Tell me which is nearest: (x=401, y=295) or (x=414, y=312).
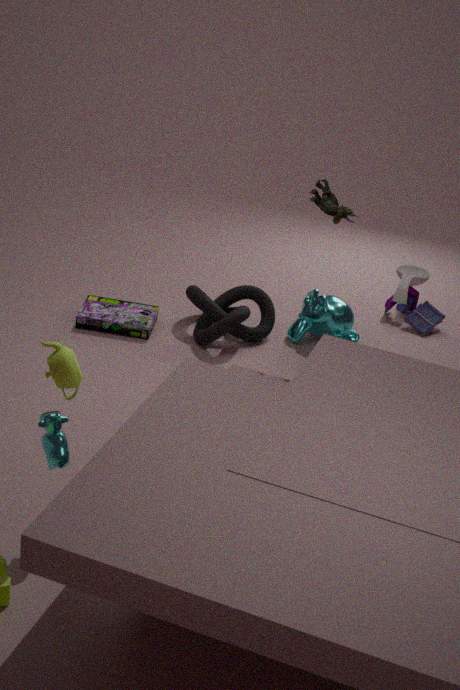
(x=401, y=295)
